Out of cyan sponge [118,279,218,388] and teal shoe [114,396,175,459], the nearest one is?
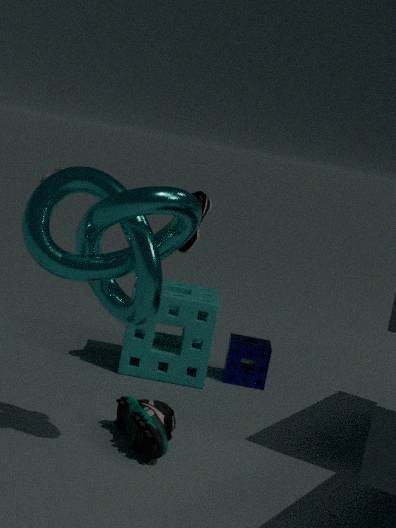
teal shoe [114,396,175,459]
